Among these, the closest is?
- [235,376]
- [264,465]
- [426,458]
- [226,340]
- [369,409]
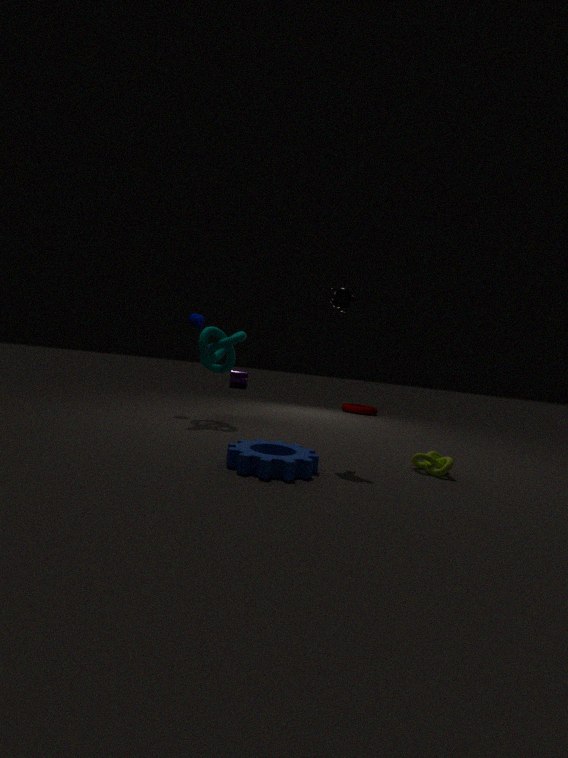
[264,465]
